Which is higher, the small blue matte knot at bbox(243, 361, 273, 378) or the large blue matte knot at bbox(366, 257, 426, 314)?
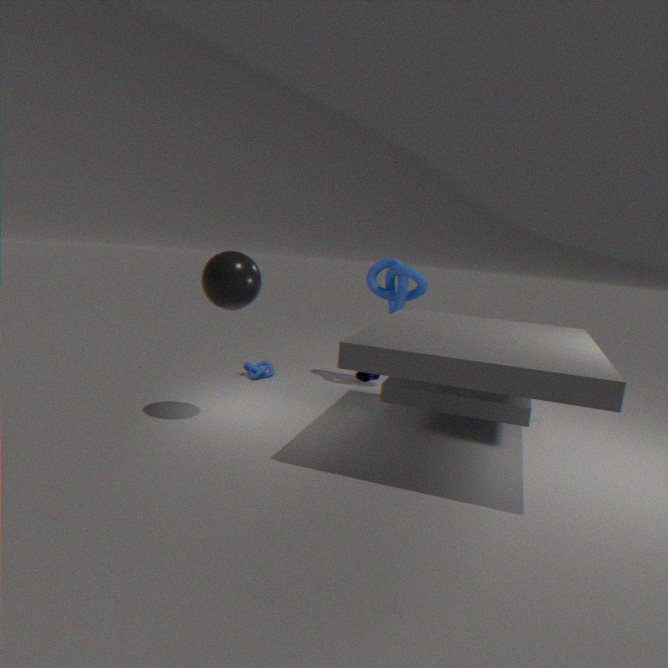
the large blue matte knot at bbox(366, 257, 426, 314)
